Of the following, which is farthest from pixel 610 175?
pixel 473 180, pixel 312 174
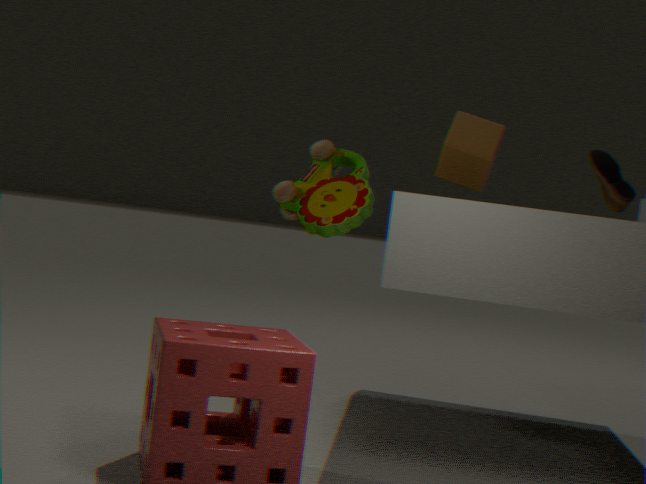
pixel 312 174
